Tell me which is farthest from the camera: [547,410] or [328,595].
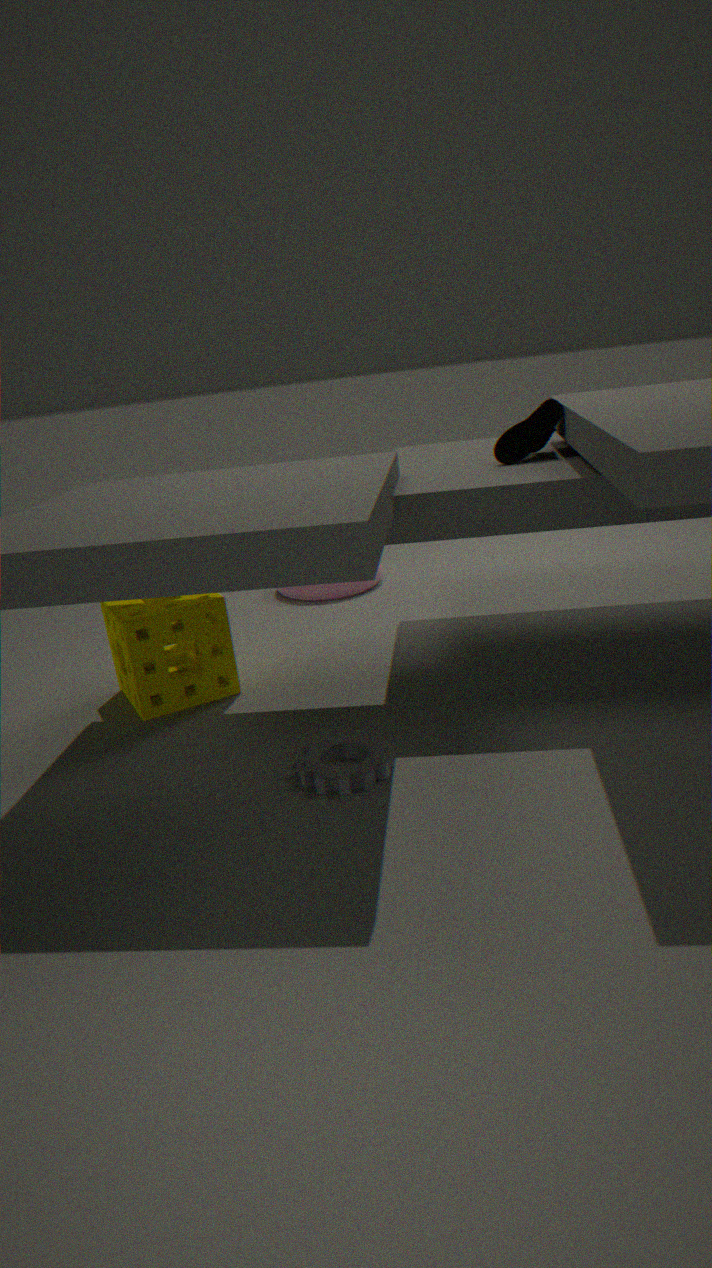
[328,595]
